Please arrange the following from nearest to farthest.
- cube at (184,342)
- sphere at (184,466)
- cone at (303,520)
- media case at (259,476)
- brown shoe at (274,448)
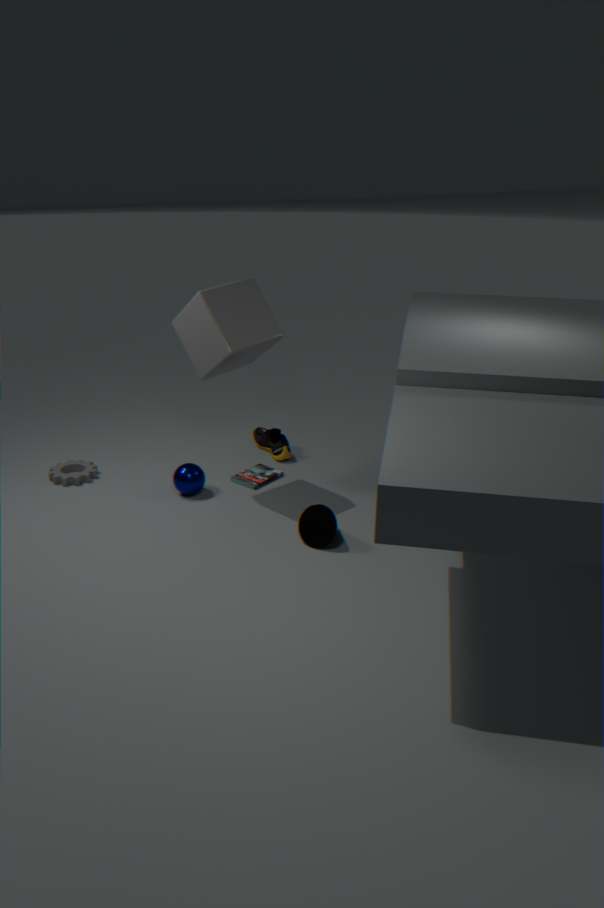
cone at (303,520) → cube at (184,342) → sphere at (184,466) → media case at (259,476) → brown shoe at (274,448)
